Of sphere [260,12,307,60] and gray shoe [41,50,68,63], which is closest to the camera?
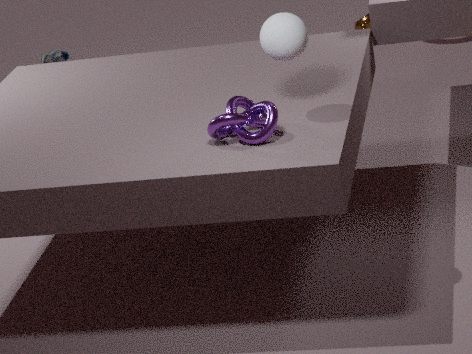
sphere [260,12,307,60]
